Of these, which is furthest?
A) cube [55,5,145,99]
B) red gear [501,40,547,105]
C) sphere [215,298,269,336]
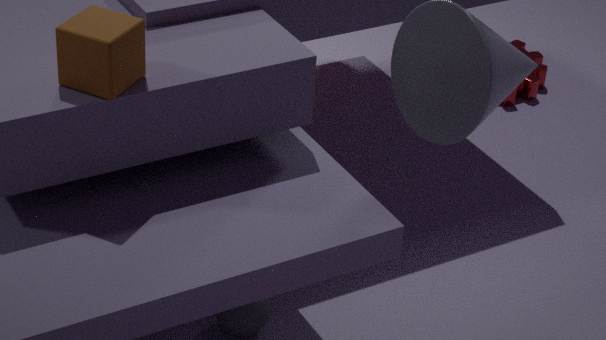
red gear [501,40,547,105]
